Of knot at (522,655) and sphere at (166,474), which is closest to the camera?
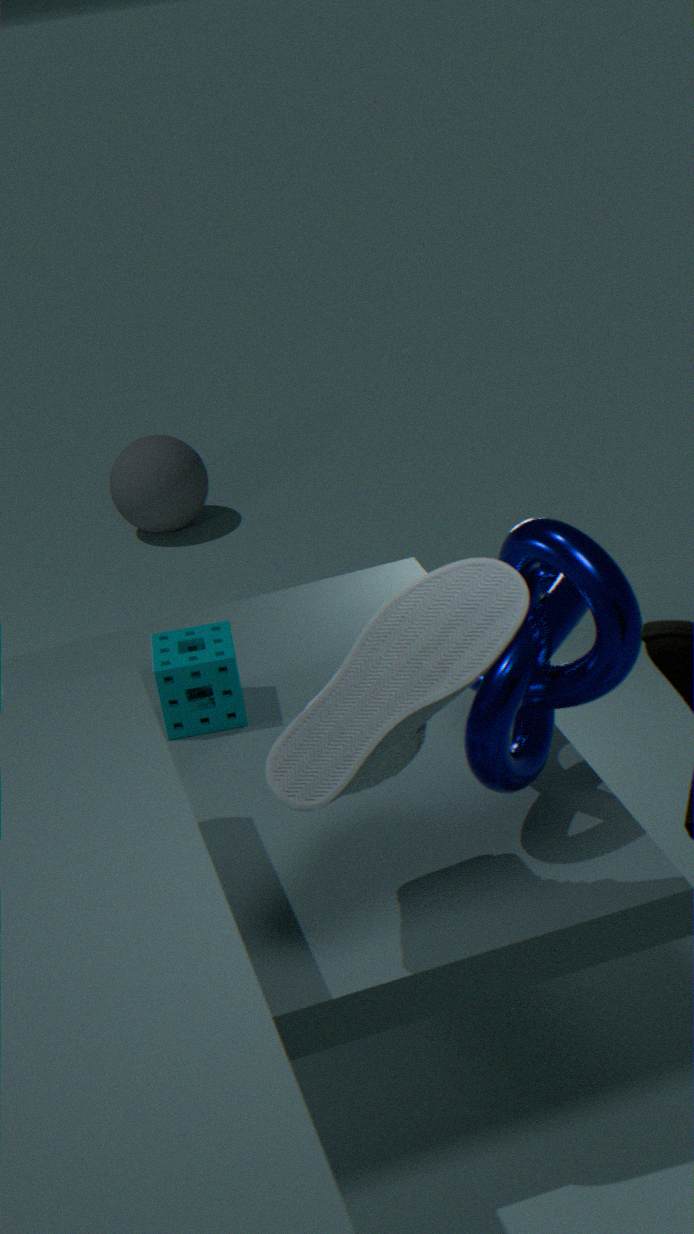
knot at (522,655)
